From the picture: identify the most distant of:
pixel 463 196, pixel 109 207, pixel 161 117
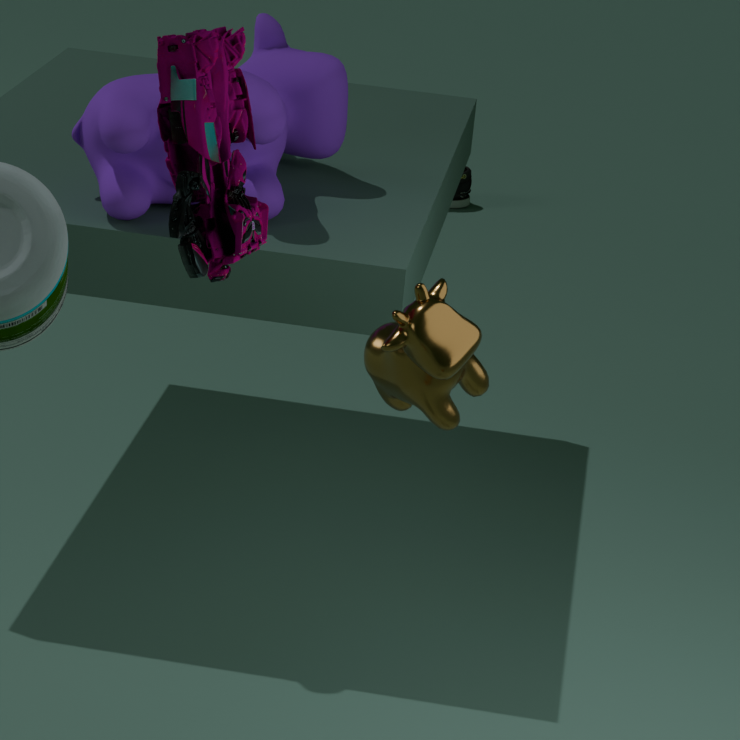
pixel 463 196
